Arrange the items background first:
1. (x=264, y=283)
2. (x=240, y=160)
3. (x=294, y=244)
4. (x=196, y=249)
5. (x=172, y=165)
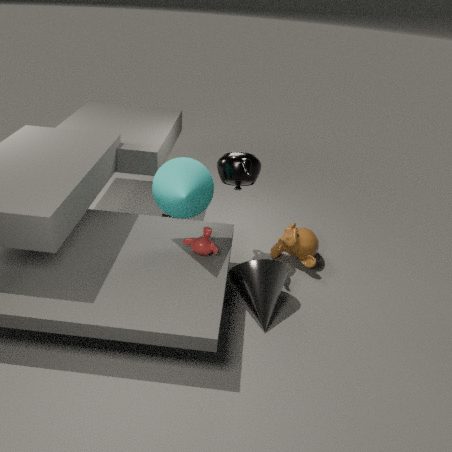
1. (x=294, y=244)
2. (x=240, y=160)
3. (x=196, y=249)
4. (x=172, y=165)
5. (x=264, y=283)
